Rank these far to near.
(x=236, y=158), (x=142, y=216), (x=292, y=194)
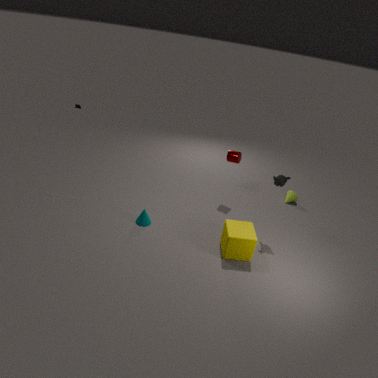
(x=292, y=194) < (x=236, y=158) < (x=142, y=216)
